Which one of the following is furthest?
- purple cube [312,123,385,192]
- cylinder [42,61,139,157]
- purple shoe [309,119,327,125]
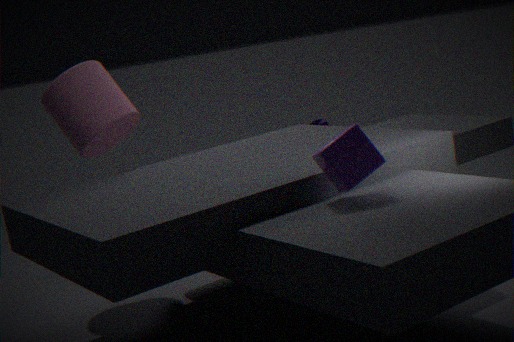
purple shoe [309,119,327,125]
